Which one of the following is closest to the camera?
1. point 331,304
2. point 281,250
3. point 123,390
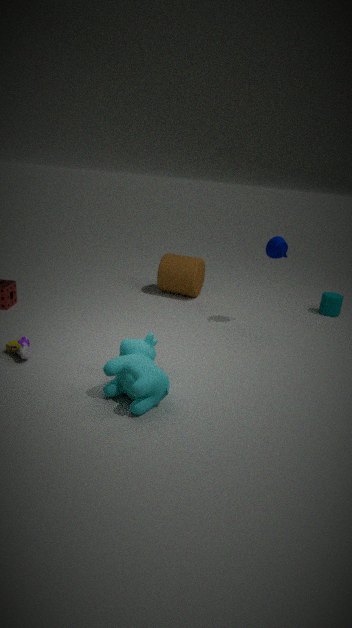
point 123,390
